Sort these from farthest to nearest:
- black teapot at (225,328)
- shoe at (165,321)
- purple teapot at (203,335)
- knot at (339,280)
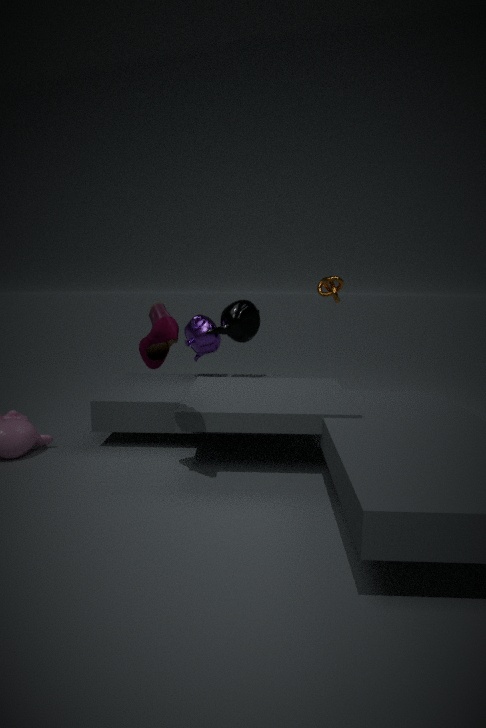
knot at (339,280) → purple teapot at (203,335) → black teapot at (225,328) → shoe at (165,321)
